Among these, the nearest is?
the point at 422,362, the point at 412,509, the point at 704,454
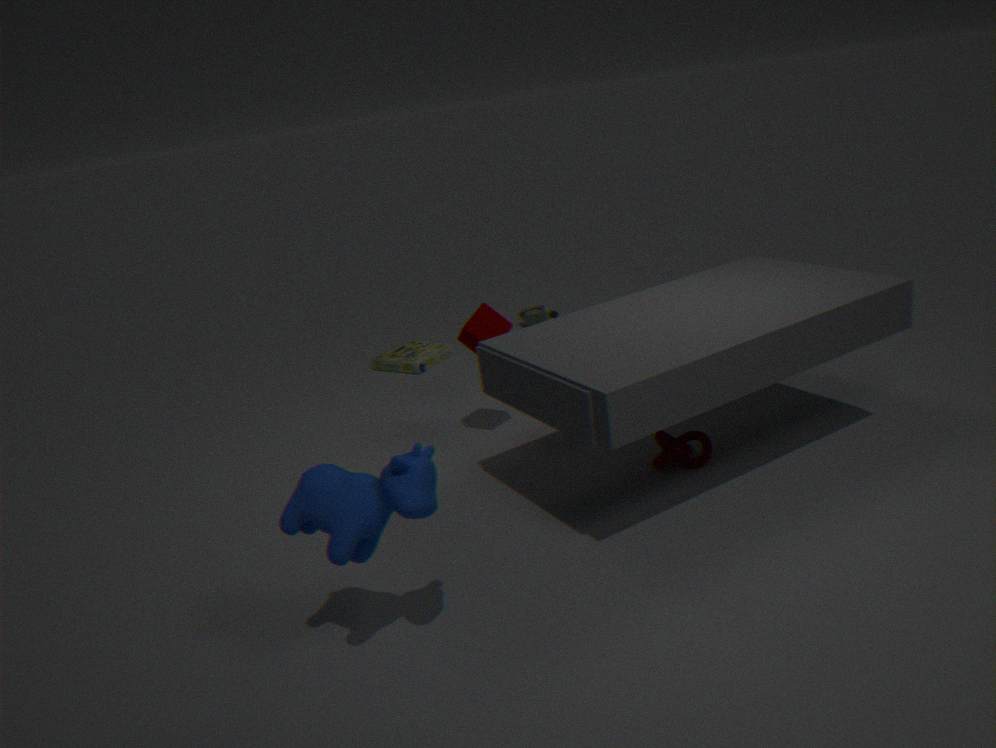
the point at 412,509
